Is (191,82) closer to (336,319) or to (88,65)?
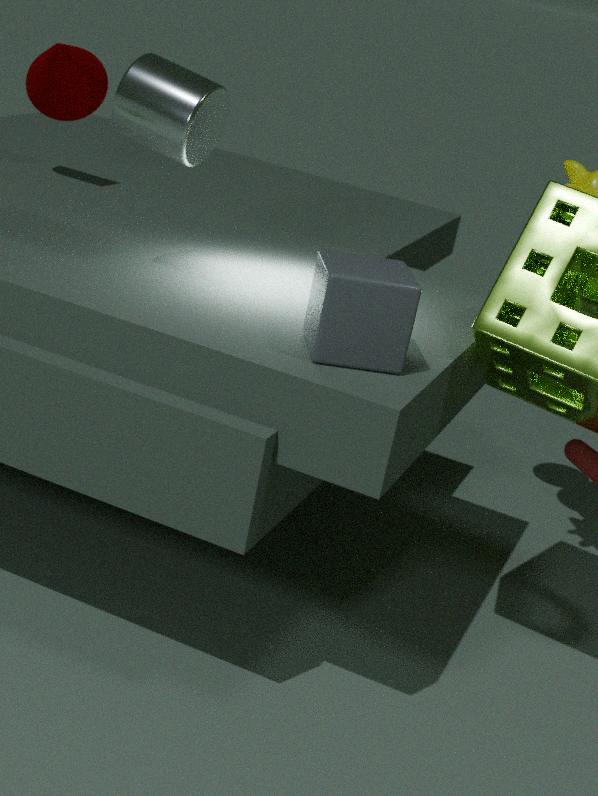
(336,319)
